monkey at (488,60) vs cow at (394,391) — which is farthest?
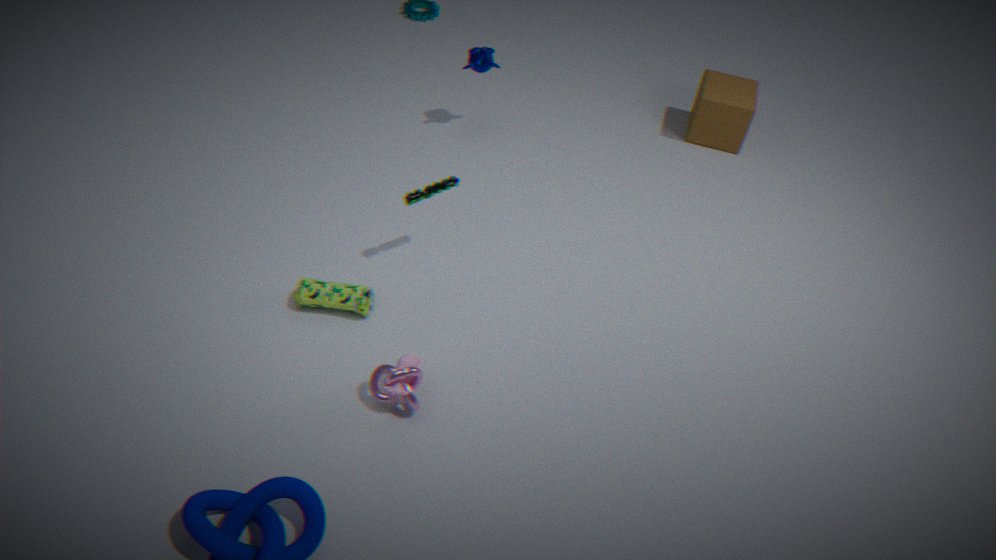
monkey at (488,60)
